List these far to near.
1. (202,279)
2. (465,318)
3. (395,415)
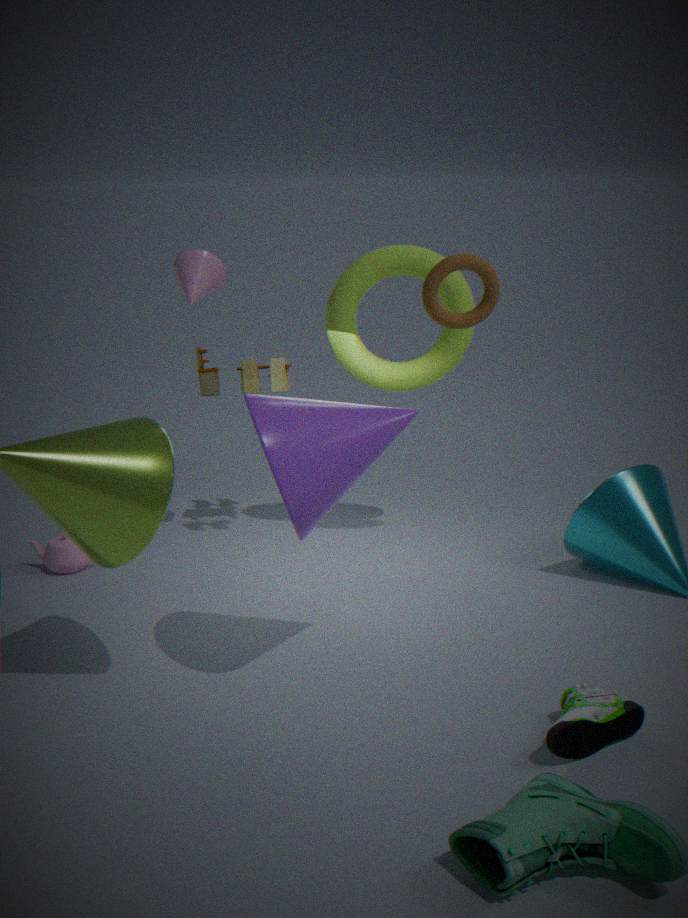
(202,279)
(465,318)
(395,415)
